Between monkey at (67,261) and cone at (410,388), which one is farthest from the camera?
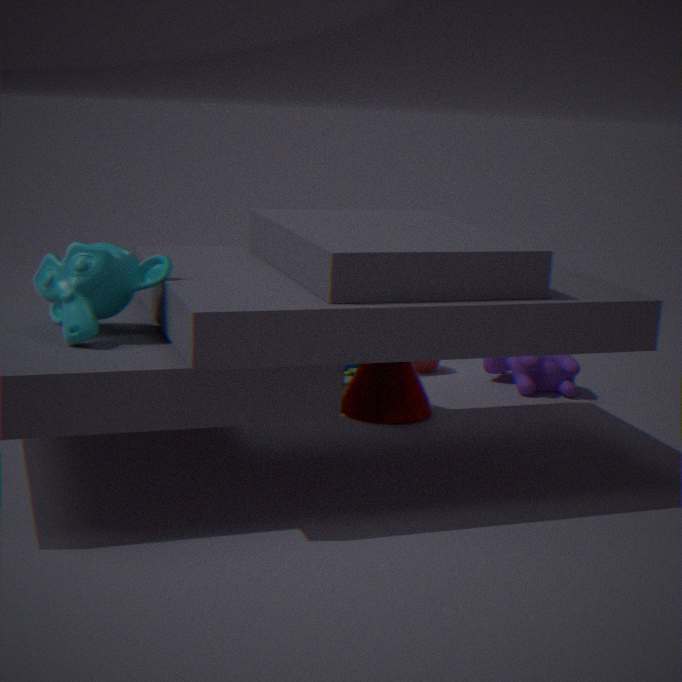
cone at (410,388)
